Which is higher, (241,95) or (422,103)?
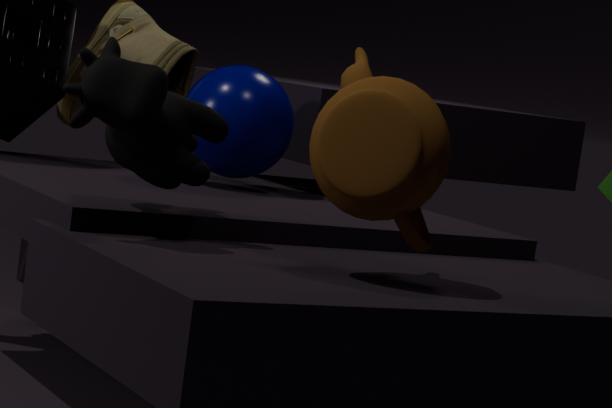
(422,103)
